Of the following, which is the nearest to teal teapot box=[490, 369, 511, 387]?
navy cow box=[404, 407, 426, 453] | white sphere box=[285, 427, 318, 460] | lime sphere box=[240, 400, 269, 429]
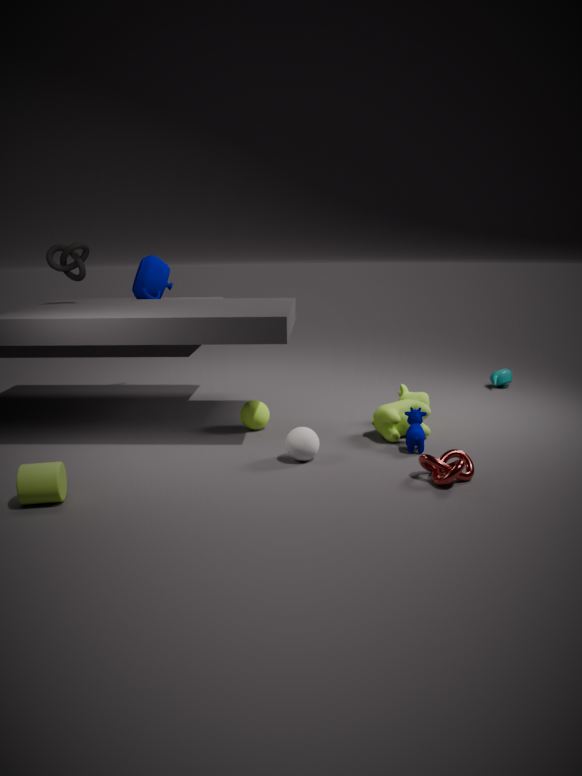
navy cow box=[404, 407, 426, 453]
